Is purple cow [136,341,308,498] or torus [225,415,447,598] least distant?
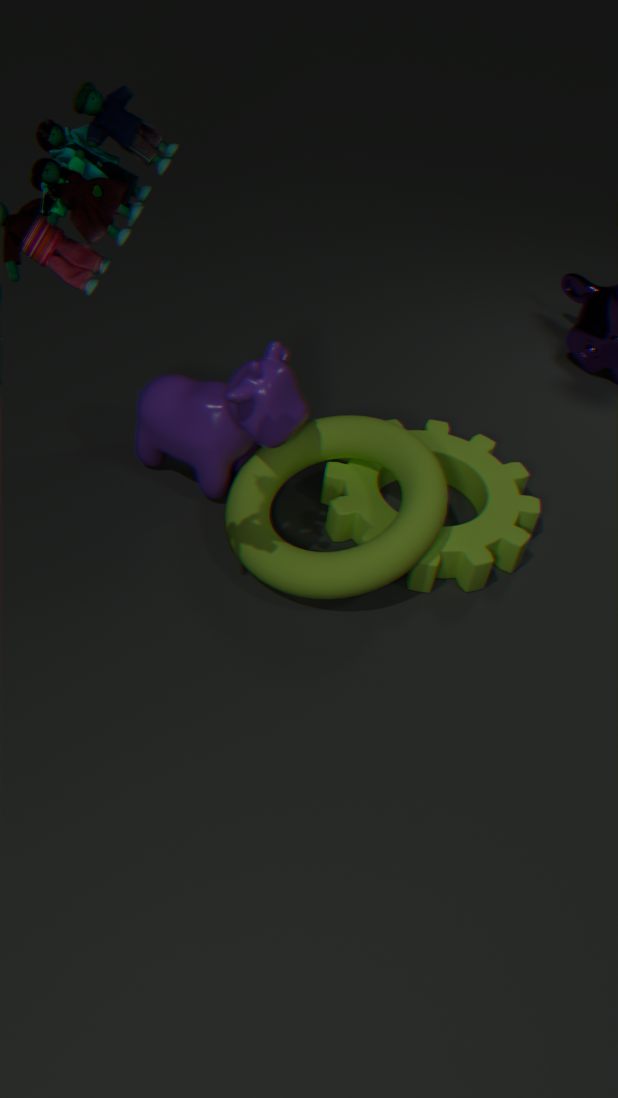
torus [225,415,447,598]
